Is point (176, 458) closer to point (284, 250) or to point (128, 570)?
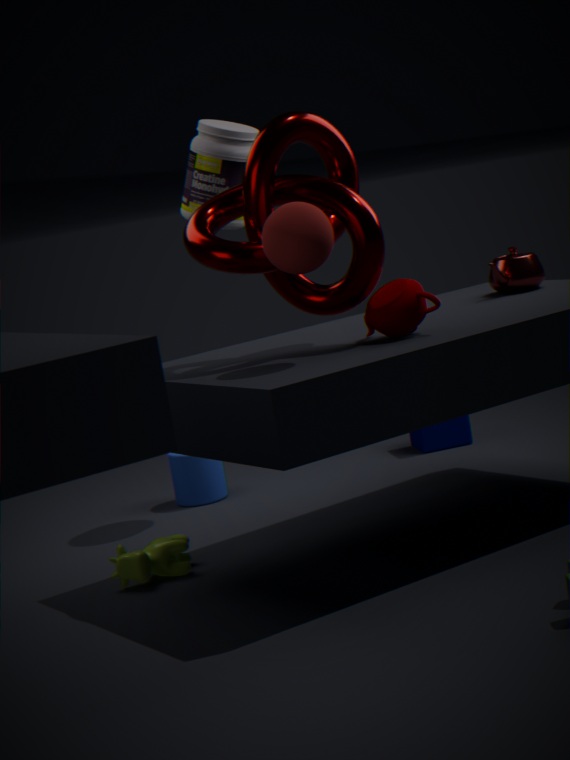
point (128, 570)
